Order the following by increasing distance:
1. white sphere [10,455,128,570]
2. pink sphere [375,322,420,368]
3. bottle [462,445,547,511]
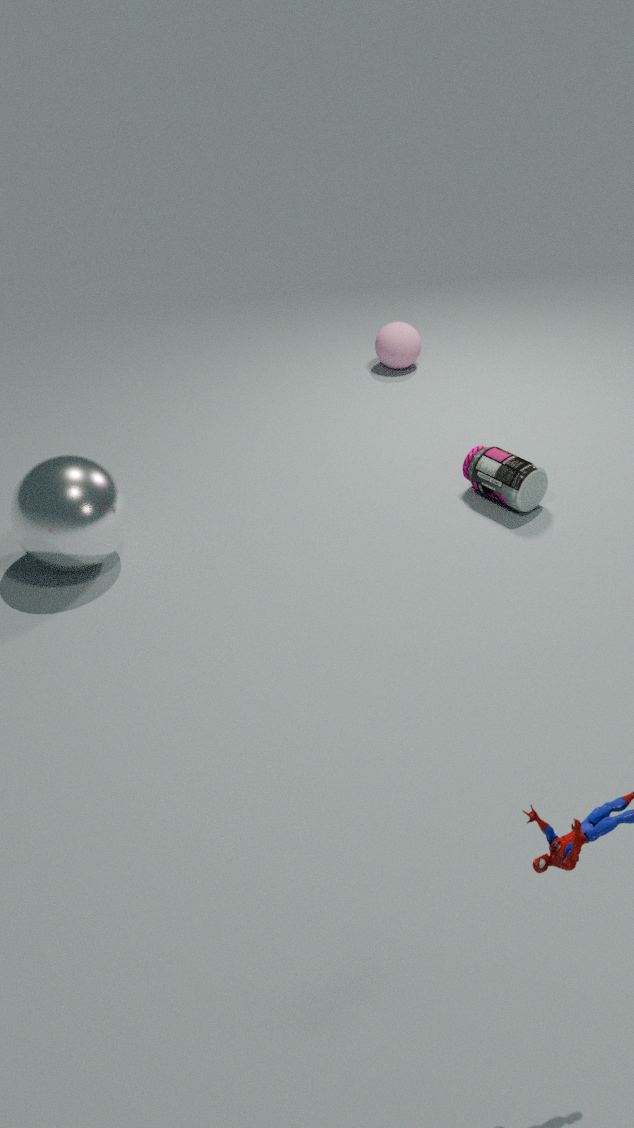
white sphere [10,455,128,570] < bottle [462,445,547,511] < pink sphere [375,322,420,368]
